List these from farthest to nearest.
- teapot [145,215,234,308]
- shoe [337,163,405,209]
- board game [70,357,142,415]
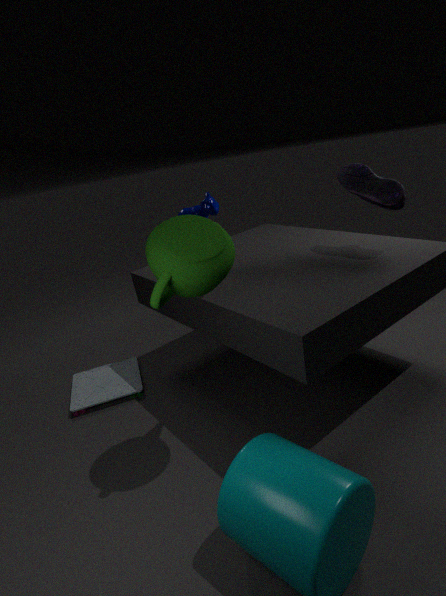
board game [70,357,142,415]
shoe [337,163,405,209]
teapot [145,215,234,308]
